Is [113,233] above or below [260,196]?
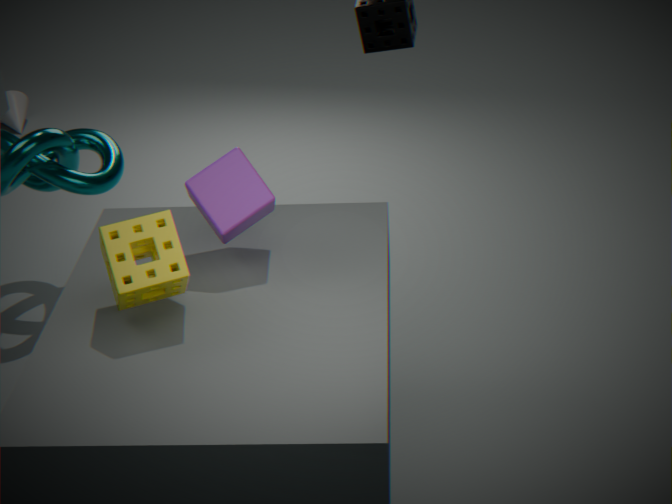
below
